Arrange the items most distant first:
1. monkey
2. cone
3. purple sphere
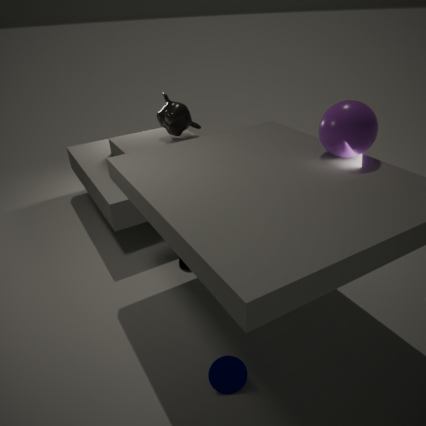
1. monkey
2. purple sphere
3. cone
